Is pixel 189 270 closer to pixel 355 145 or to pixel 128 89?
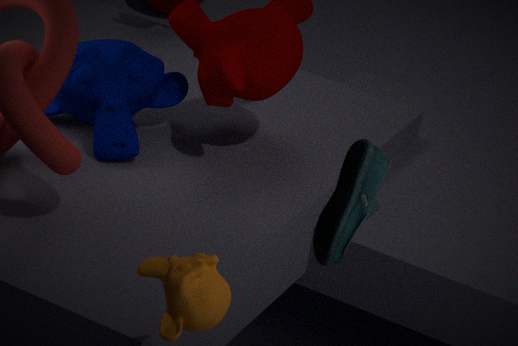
pixel 355 145
